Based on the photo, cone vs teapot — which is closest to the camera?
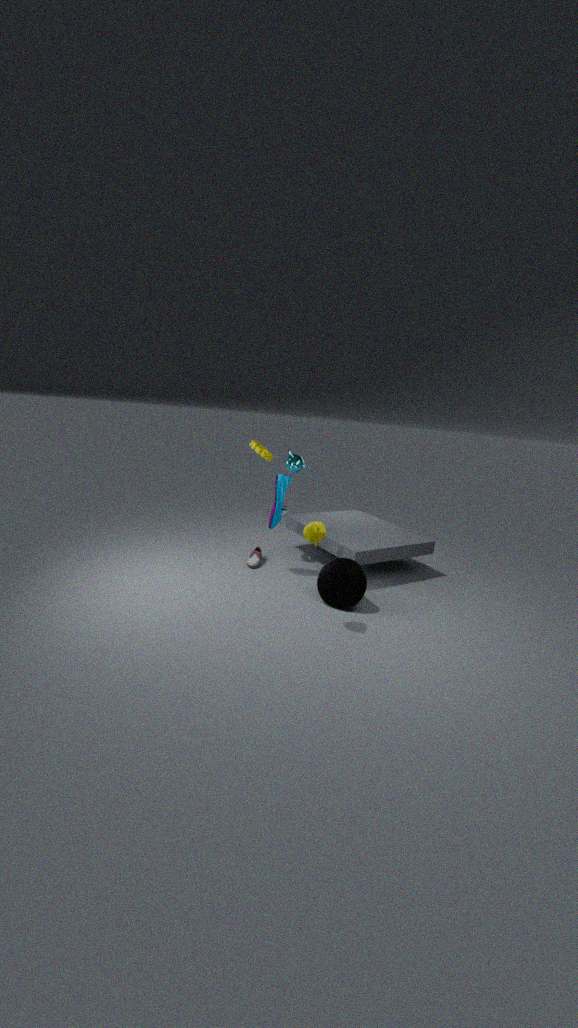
teapot
